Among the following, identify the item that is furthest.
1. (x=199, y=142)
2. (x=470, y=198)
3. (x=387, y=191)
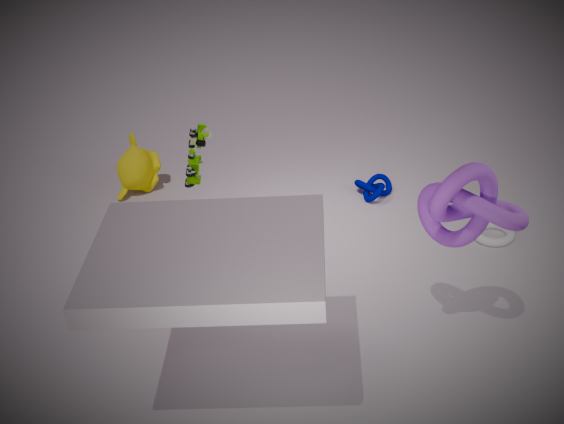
(x=387, y=191)
